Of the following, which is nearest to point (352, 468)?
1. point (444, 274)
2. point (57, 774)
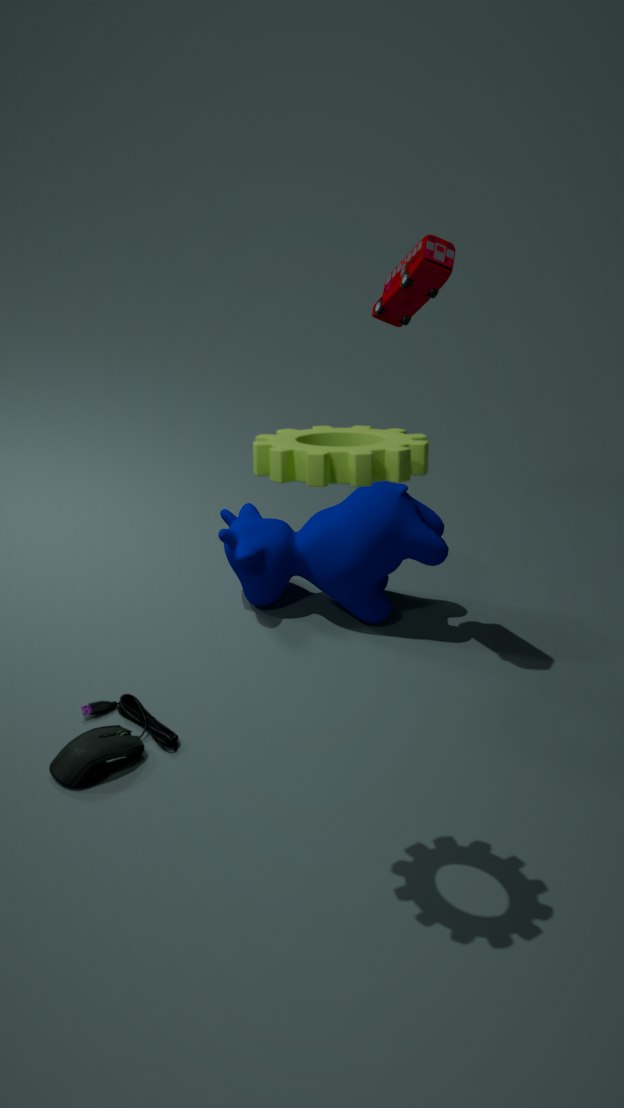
point (444, 274)
